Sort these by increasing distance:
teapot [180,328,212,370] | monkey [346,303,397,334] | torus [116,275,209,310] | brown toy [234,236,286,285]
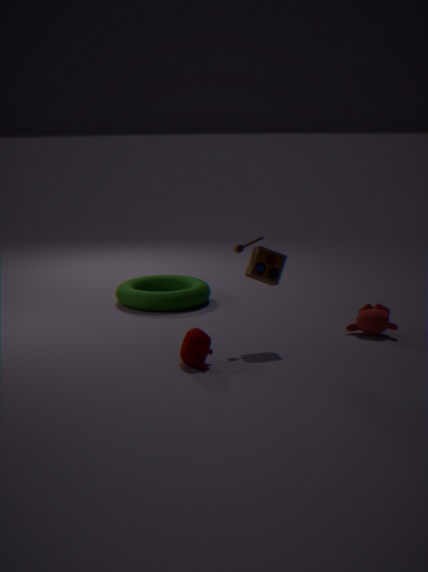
teapot [180,328,212,370] < brown toy [234,236,286,285] < monkey [346,303,397,334] < torus [116,275,209,310]
